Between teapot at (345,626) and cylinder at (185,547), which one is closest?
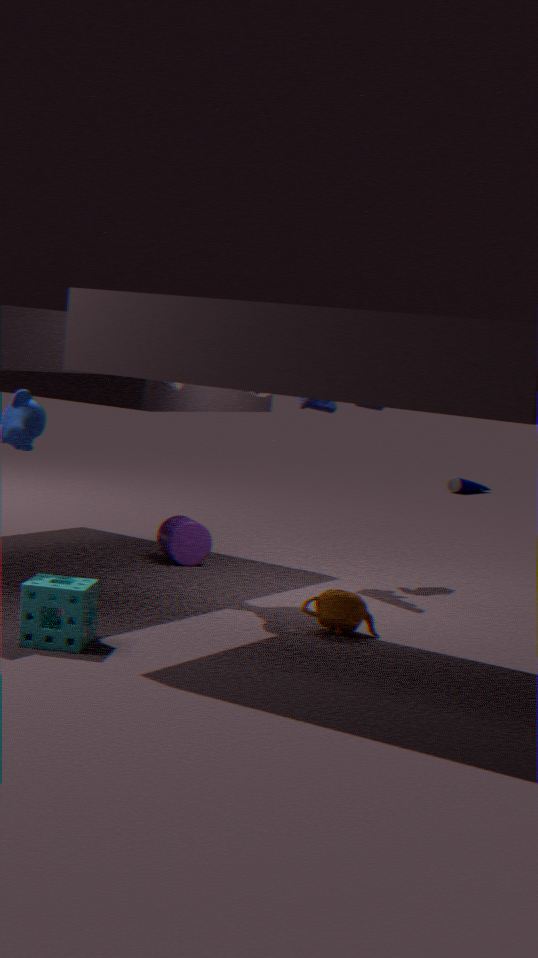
teapot at (345,626)
